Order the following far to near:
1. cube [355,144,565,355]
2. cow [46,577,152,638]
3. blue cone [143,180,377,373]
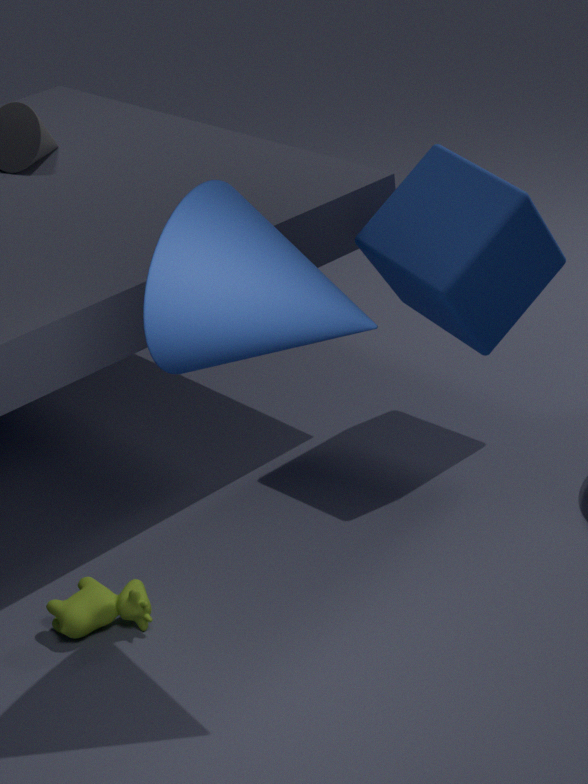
1. cube [355,144,565,355]
2. cow [46,577,152,638]
3. blue cone [143,180,377,373]
